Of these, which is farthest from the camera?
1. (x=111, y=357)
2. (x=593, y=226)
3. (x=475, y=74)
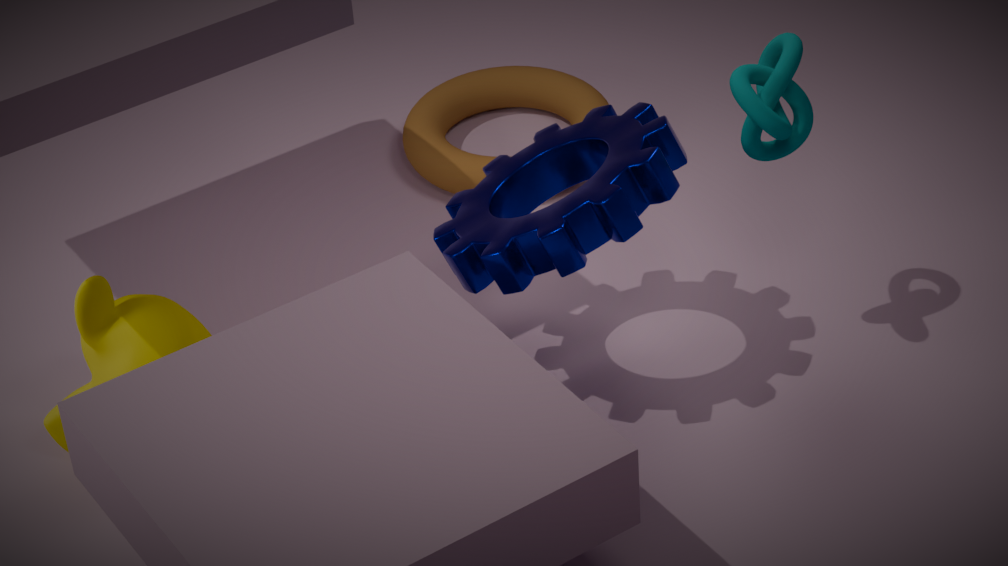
(x=475, y=74)
